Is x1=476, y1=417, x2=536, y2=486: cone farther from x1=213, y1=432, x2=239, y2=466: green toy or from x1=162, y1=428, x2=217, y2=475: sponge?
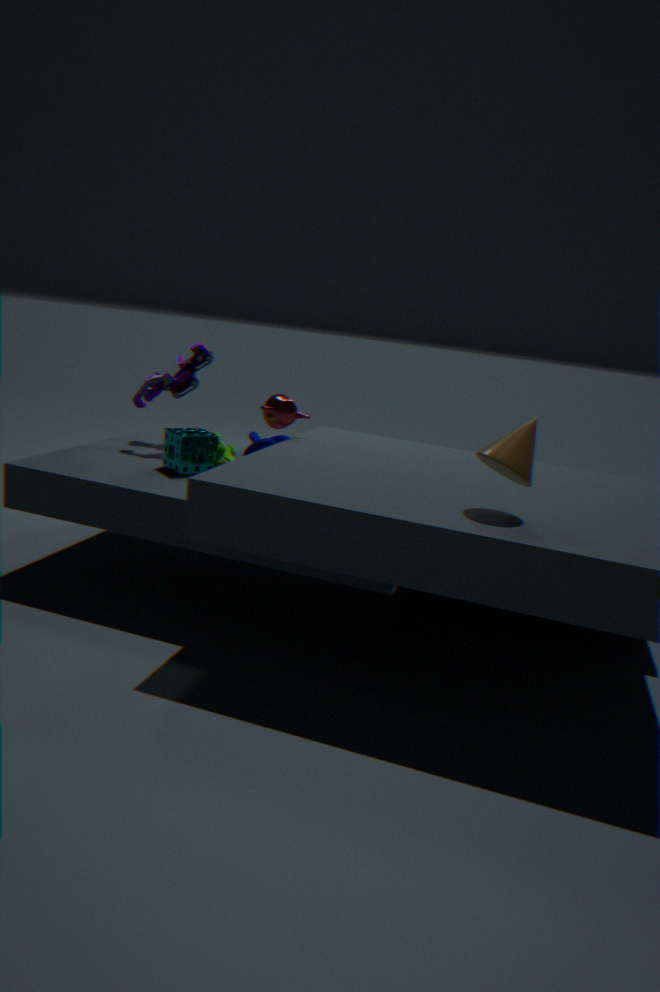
x1=162, y1=428, x2=217, y2=475: sponge
